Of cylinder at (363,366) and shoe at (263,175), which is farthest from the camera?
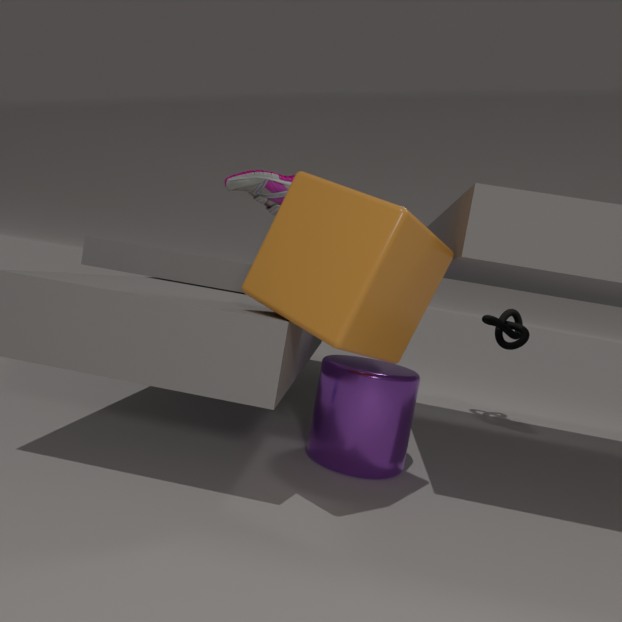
shoe at (263,175)
